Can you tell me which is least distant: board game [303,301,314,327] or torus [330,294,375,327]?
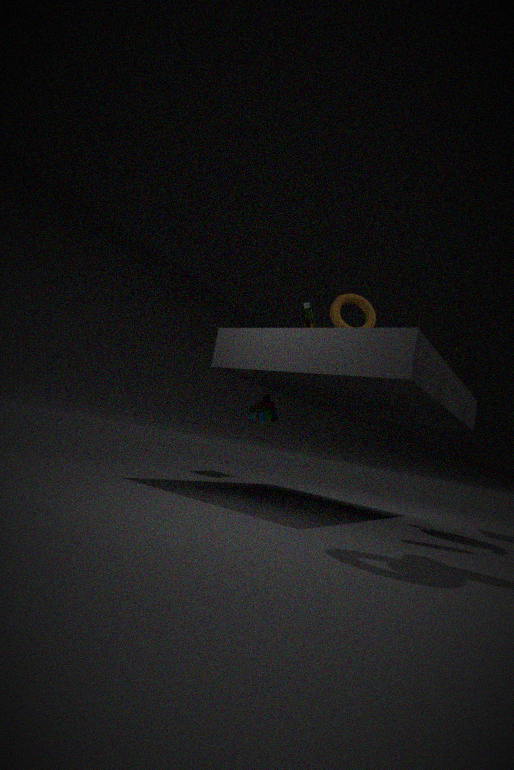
torus [330,294,375,327]
